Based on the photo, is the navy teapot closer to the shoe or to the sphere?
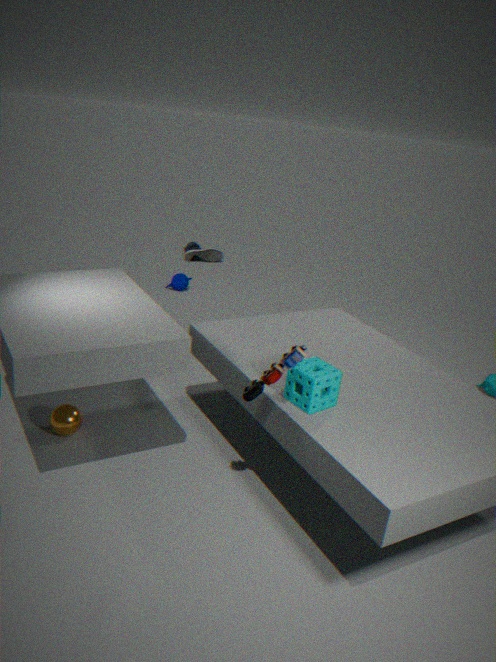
the shoe
